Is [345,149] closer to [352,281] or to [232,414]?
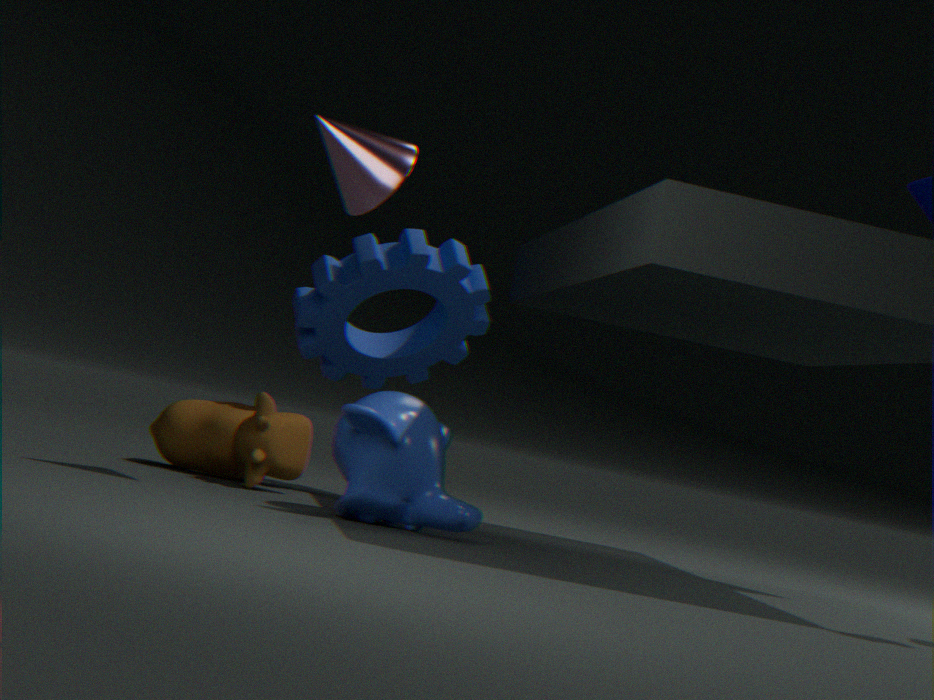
[352,281]
